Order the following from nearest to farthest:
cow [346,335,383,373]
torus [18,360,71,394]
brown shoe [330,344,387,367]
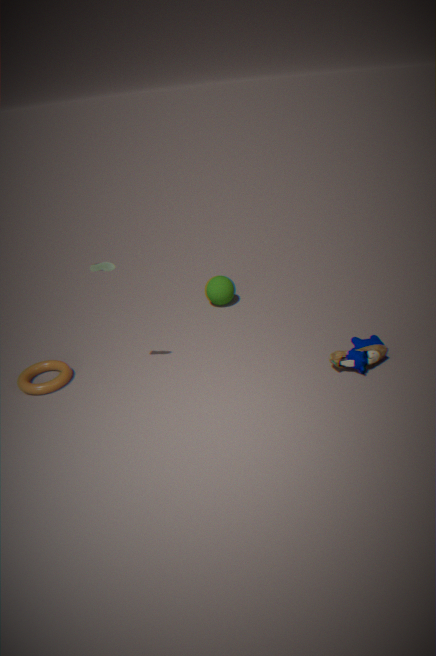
cow [346,335,383,373], brown shoe [330,344,387,367], torus [18,360,71,394]
